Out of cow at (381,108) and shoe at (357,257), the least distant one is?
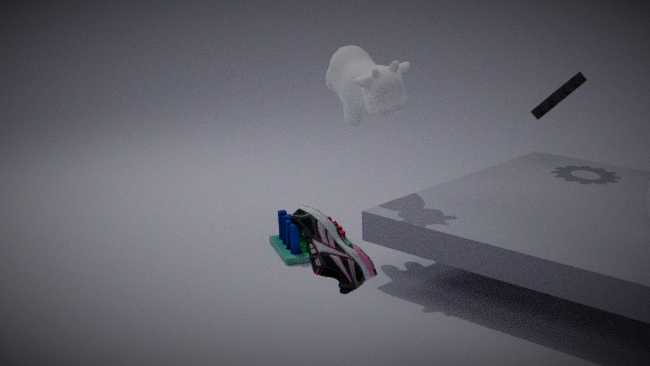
shoe at (357,257)
